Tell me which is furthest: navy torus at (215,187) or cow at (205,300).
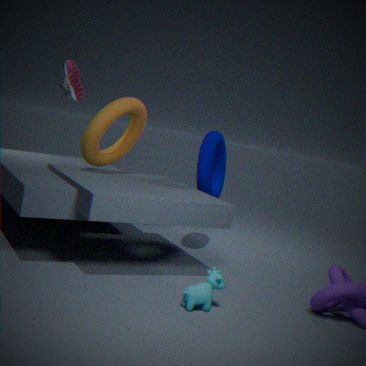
navy torus at (215,187)
